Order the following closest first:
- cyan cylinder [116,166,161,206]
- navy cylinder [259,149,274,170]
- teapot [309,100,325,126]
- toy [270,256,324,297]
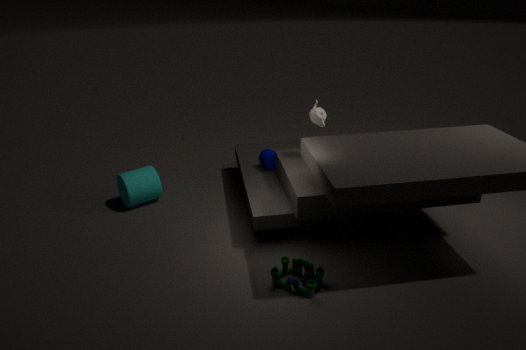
toy [270,256,324,297] → teapot [309,100,325,126] → cyan cylinder [116,166,161,206] → navy cylinder [259,149,274,170]
